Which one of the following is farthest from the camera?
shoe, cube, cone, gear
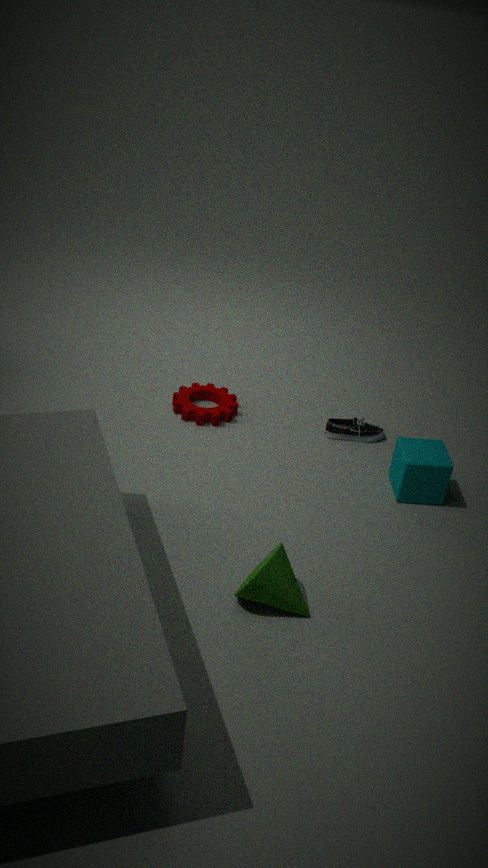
shoe
